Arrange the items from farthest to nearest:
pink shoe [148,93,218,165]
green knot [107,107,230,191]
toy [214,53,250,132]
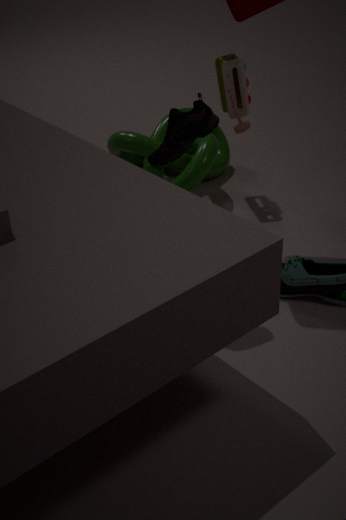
1. green knot [107,107,230,191]
2. toy [214,53,250,132]
3. pink shoe [148,93,218,165]
